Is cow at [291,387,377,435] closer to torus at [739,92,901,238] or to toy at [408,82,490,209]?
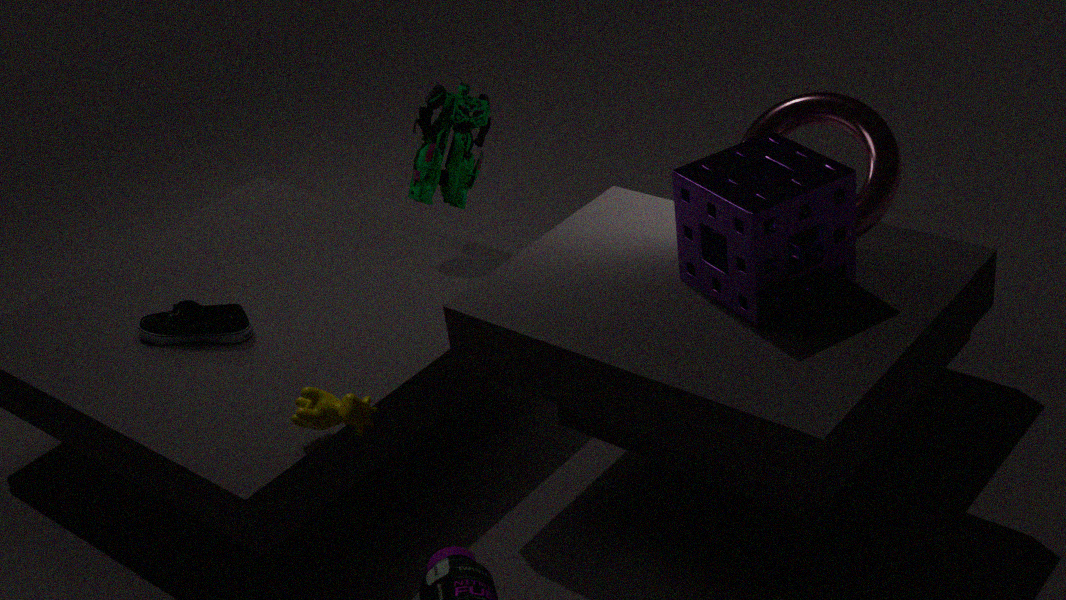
toy at [408,82,490,209]
